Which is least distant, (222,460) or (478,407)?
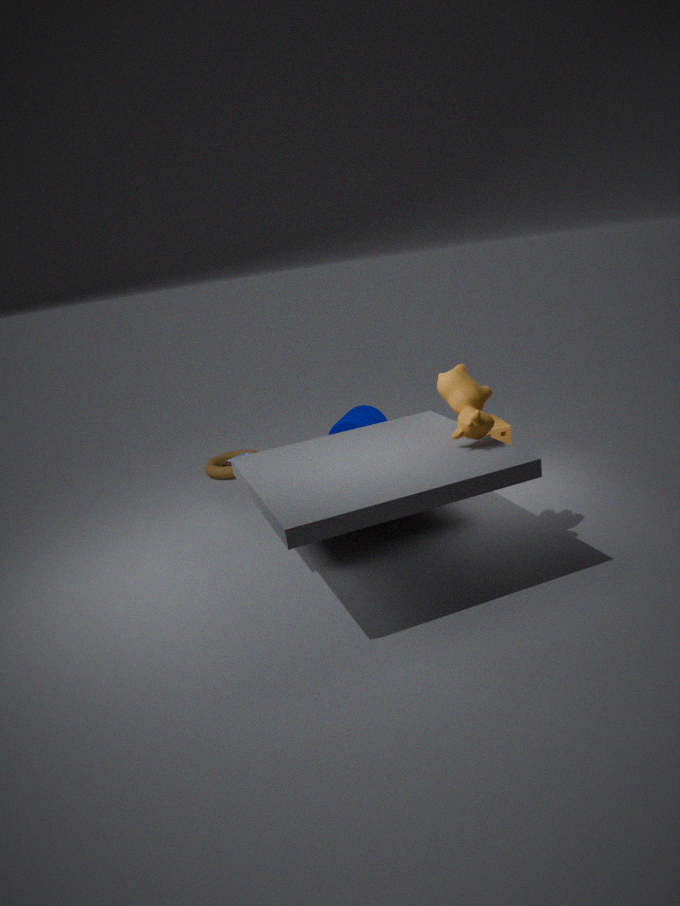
(478,407)
